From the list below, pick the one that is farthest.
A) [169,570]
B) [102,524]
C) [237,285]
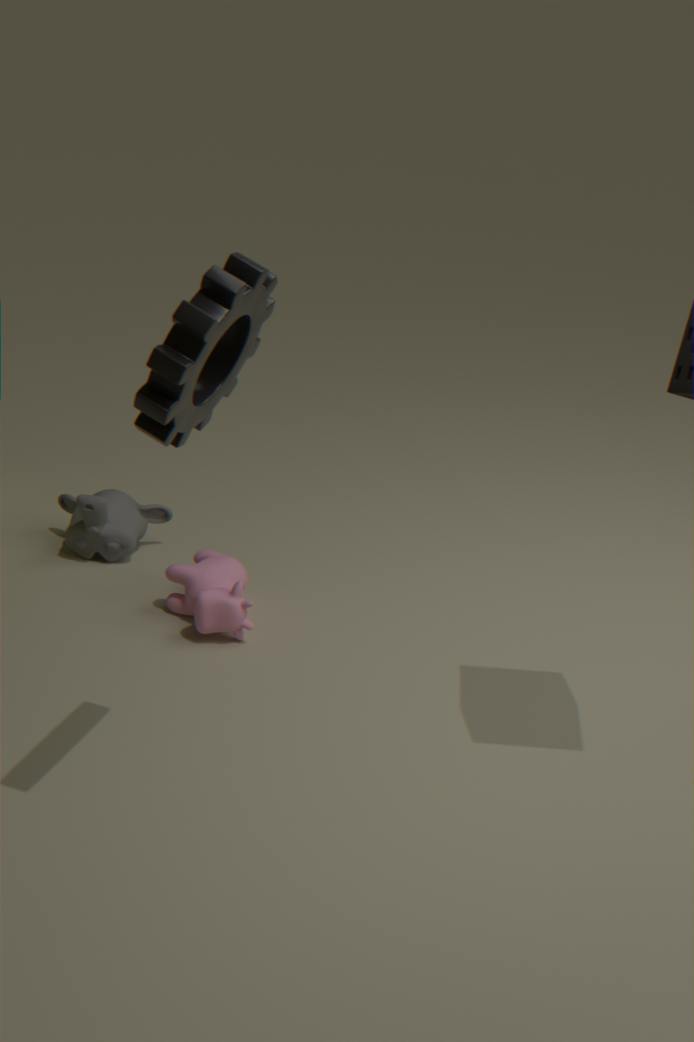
[102,524]
